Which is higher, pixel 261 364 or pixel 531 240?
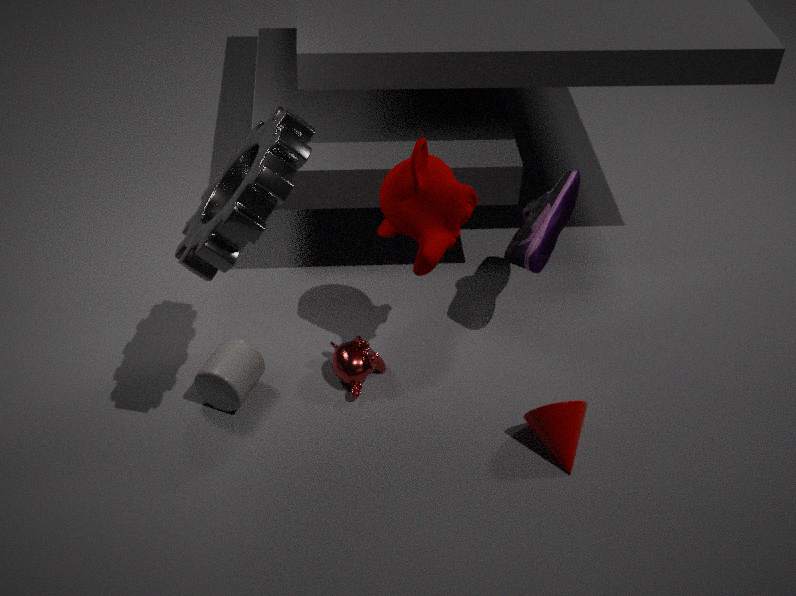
pixel 531 240
